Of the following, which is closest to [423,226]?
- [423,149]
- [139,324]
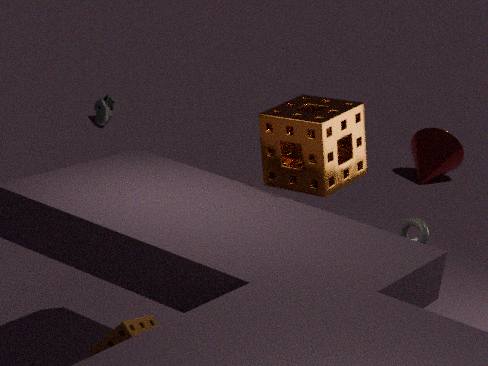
[139,324]
